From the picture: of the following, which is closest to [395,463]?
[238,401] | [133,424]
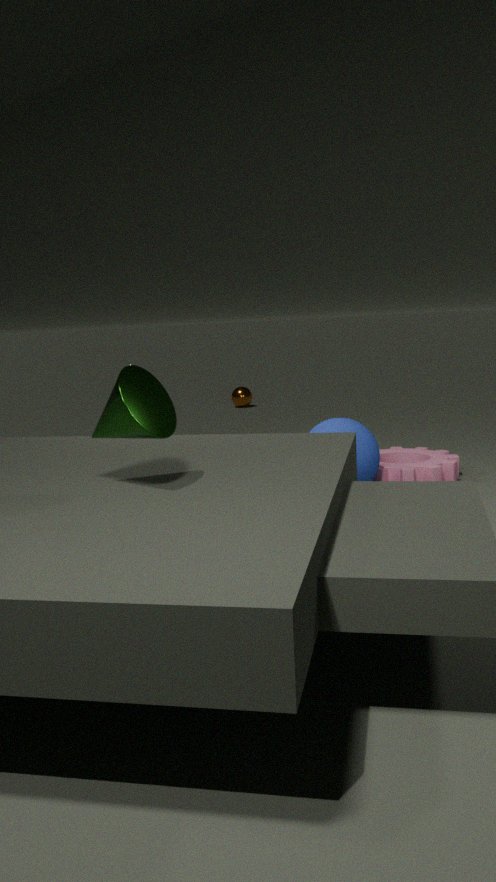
[133,424]
